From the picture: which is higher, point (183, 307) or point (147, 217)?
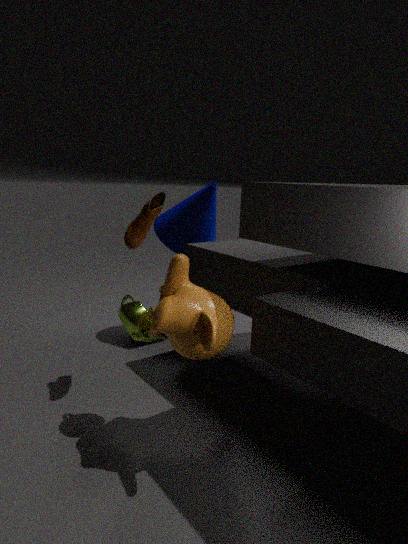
point (147, 217)
